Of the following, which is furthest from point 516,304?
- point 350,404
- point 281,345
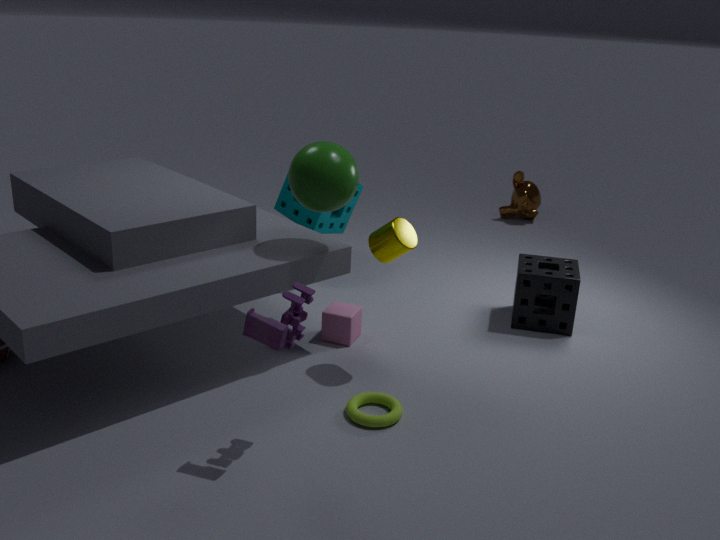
point 281,345
